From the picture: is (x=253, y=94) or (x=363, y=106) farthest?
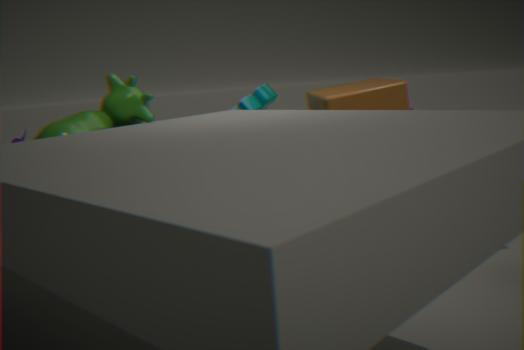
(x=253, y=94)
